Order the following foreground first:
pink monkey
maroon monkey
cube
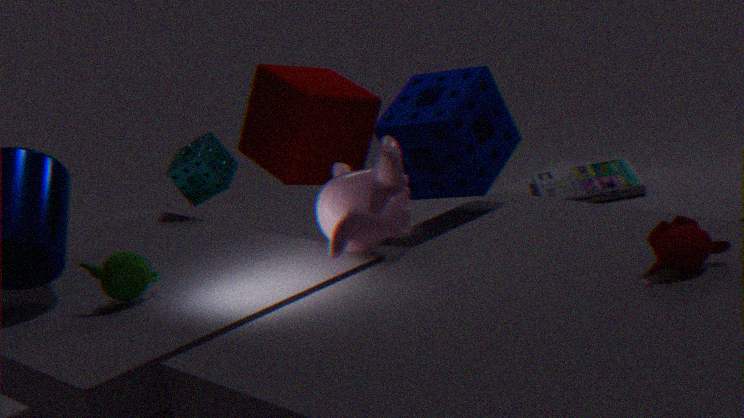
1. maroon monkey
2. pink monkey
3. cube
